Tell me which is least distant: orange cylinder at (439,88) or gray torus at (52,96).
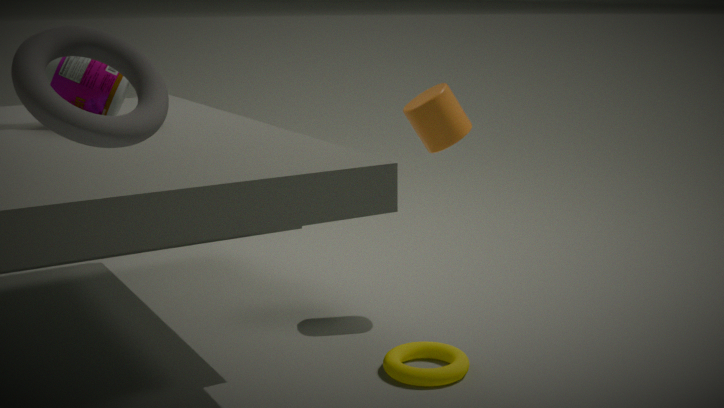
gray torus at (52,96)
